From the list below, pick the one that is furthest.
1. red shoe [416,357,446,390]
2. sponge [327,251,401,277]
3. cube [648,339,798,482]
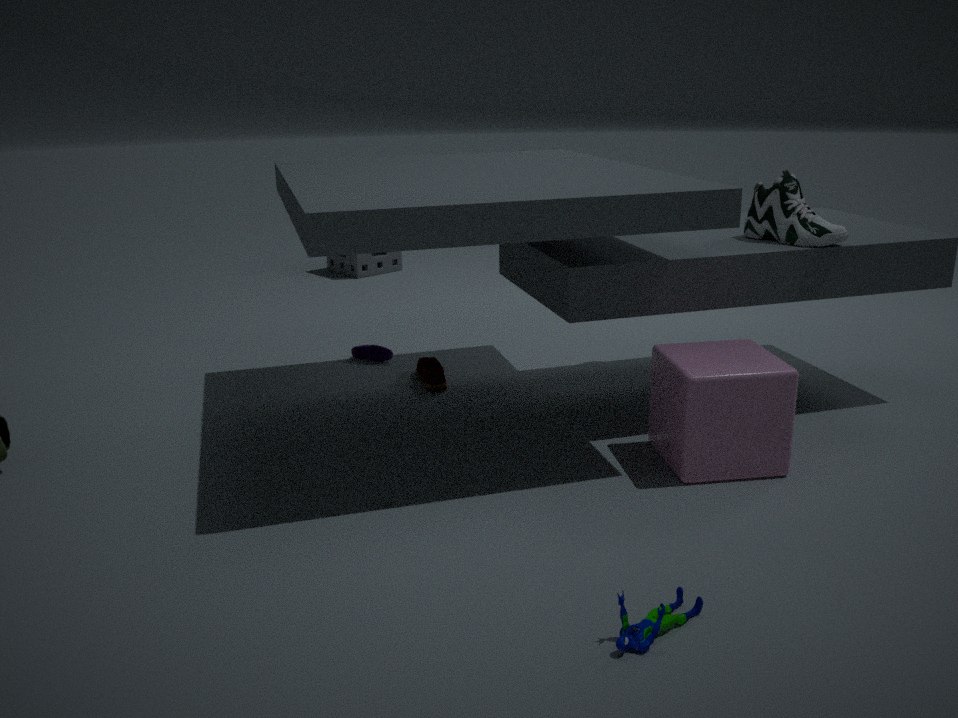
sponge [327,251,401,277]
